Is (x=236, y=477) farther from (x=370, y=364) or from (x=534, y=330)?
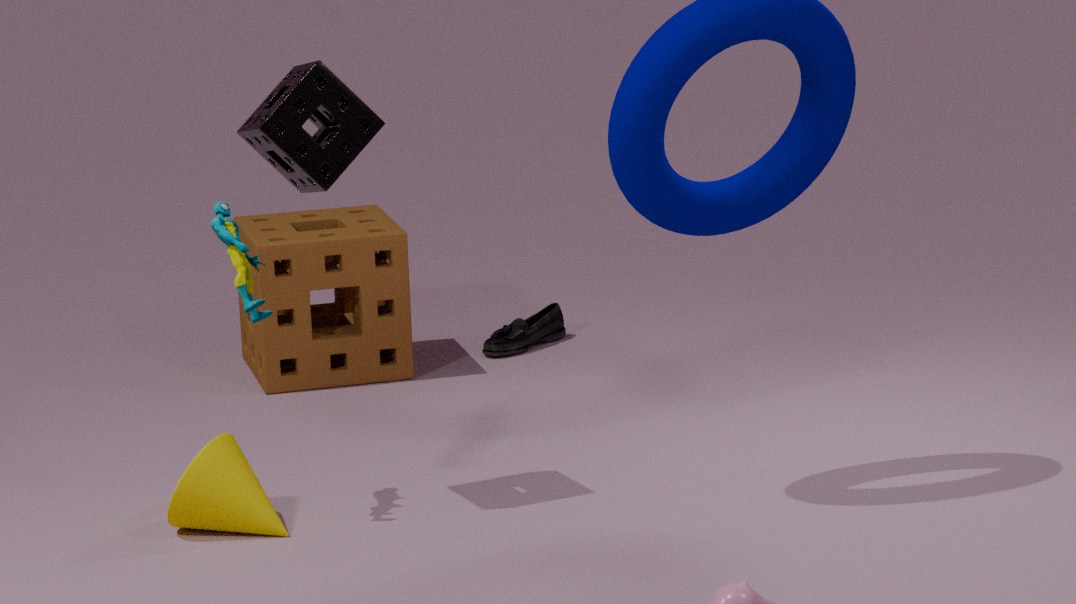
(x=534, y=330)
